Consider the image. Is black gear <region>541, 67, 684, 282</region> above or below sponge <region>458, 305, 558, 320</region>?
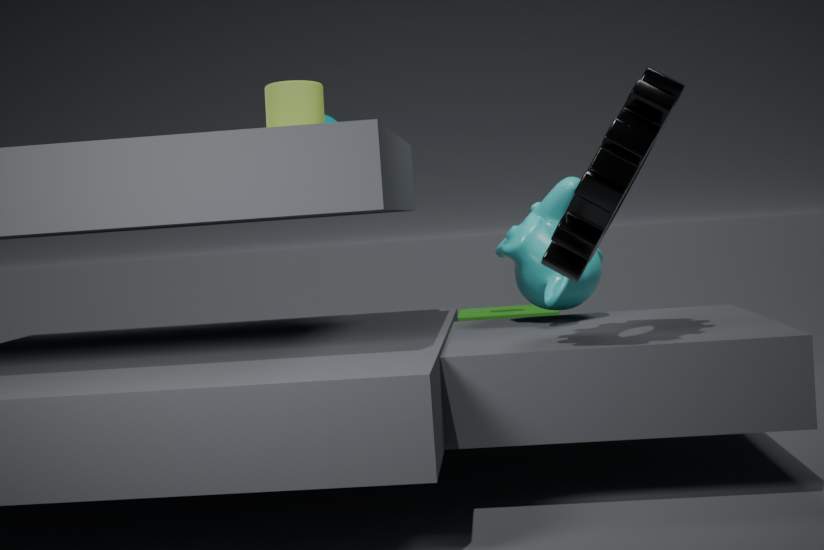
above
